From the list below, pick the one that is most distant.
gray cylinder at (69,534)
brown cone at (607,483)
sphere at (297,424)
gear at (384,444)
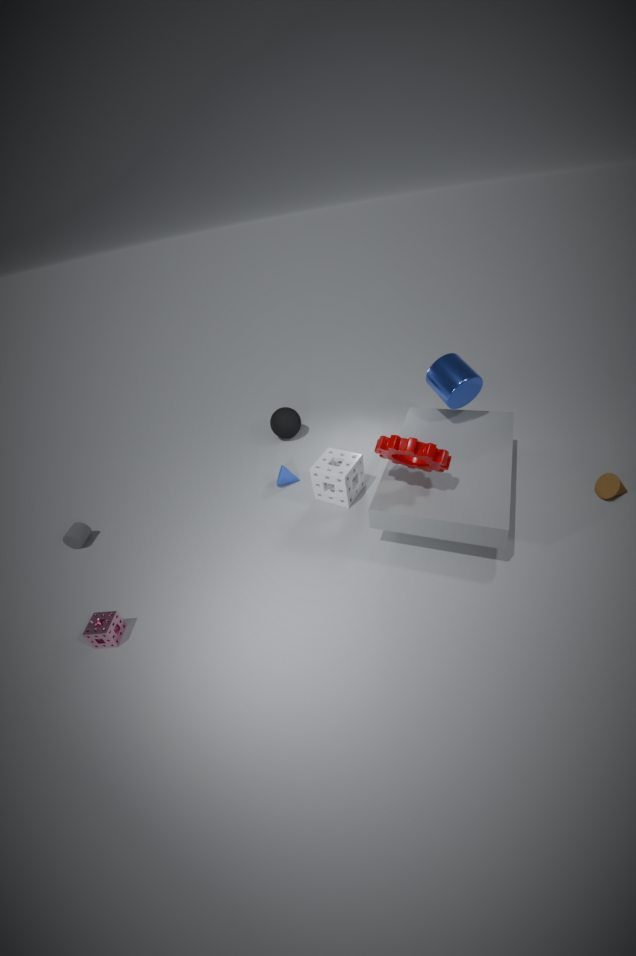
sphere at (297,424)
